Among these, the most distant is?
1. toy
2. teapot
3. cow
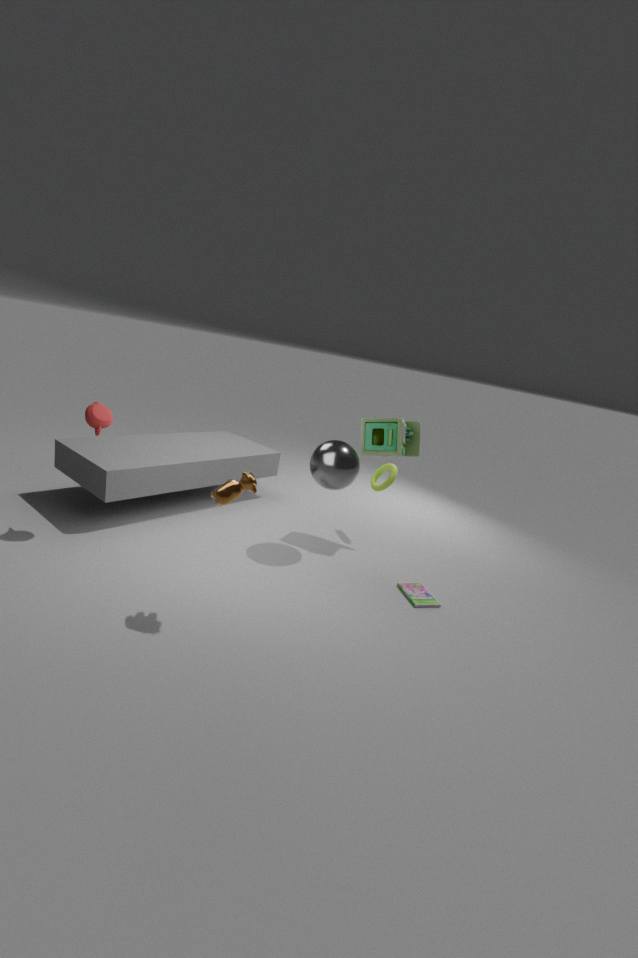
toy
